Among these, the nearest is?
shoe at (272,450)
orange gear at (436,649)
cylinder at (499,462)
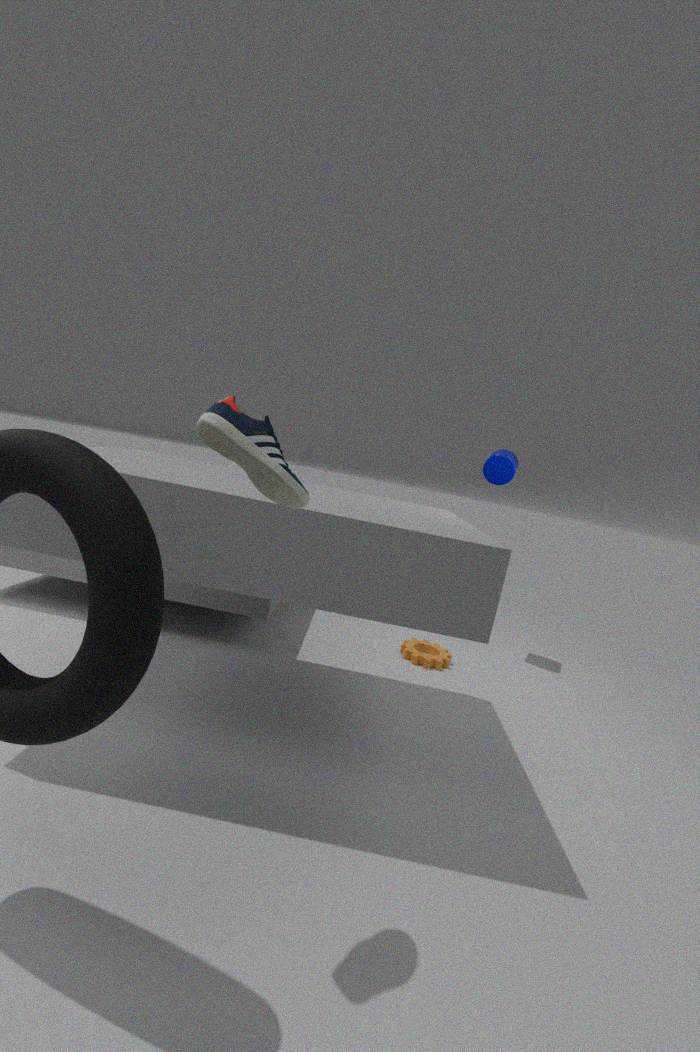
shoe at (272,450)
